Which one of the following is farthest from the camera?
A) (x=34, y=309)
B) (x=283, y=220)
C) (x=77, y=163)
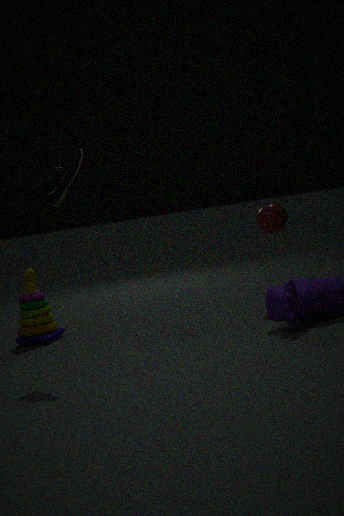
(x=34, y=309)
